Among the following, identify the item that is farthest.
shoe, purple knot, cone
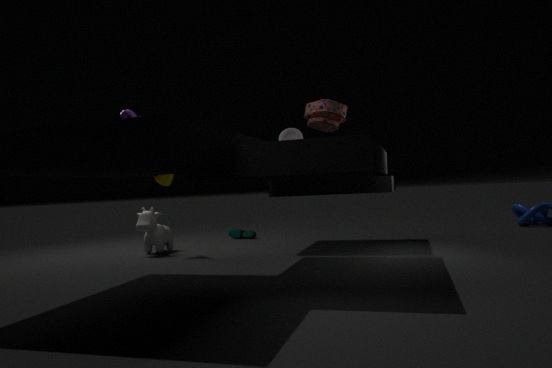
shoe
